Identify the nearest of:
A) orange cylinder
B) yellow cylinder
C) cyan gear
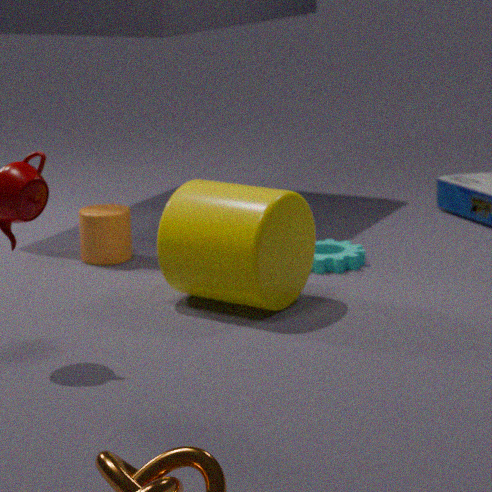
yellow cylinder
